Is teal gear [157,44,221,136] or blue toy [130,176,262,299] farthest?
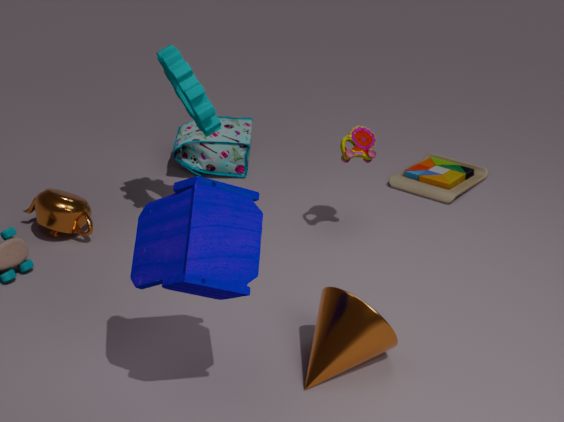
teal gear [157,44,221,136]
